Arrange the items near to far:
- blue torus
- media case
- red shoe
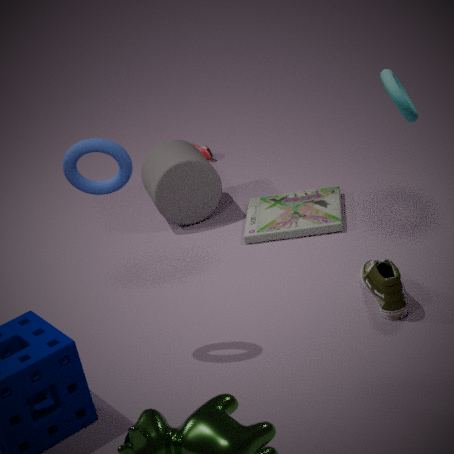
blue torus < media case < red shoe
